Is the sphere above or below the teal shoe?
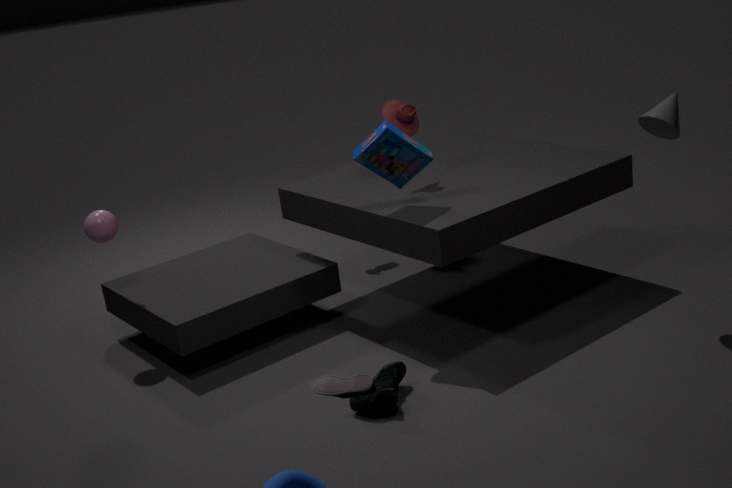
above
